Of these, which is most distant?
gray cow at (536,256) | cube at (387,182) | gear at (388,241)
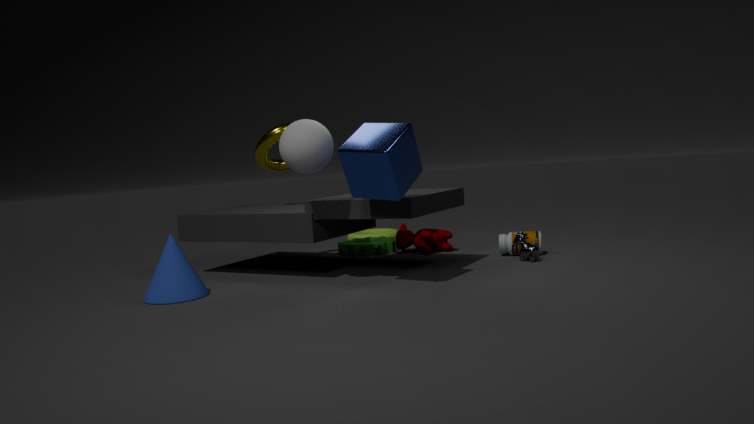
gear at (388,241)
